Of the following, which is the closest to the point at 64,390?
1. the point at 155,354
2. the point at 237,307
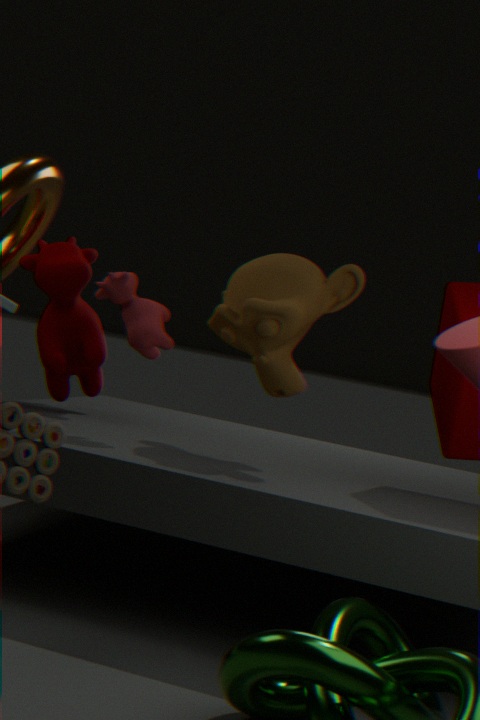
the point at 155,354
